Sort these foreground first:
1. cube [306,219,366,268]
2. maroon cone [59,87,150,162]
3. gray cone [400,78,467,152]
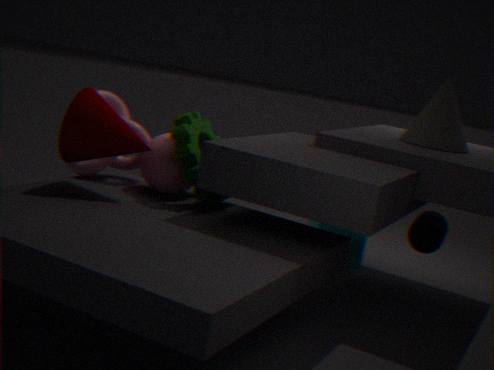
maroon cone [59,87,150,162], gray cone [400,78,467,152], cube [306,219,366,268]
